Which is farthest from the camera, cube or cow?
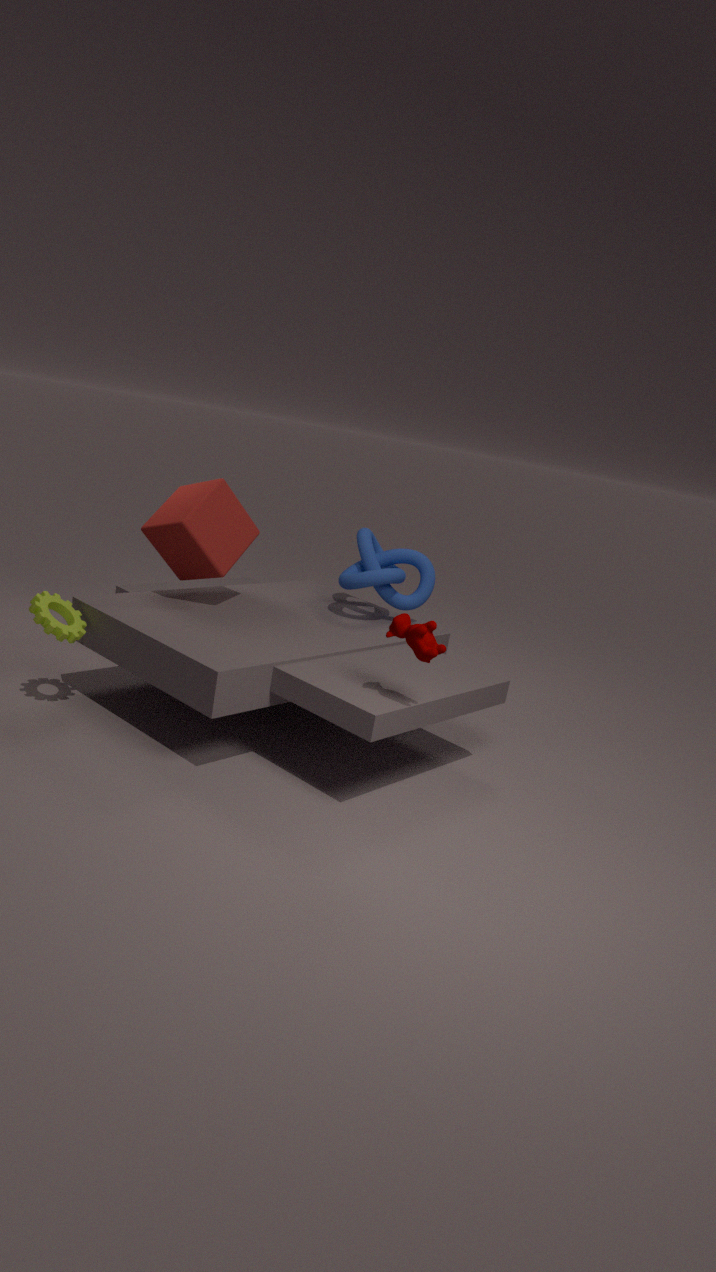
cube
